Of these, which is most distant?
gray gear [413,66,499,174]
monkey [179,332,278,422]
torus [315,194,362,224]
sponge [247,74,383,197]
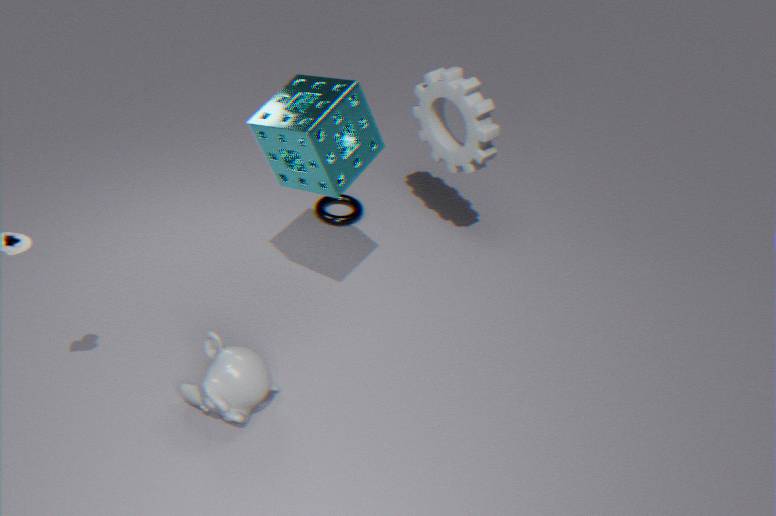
torus [315,194,362,224]
